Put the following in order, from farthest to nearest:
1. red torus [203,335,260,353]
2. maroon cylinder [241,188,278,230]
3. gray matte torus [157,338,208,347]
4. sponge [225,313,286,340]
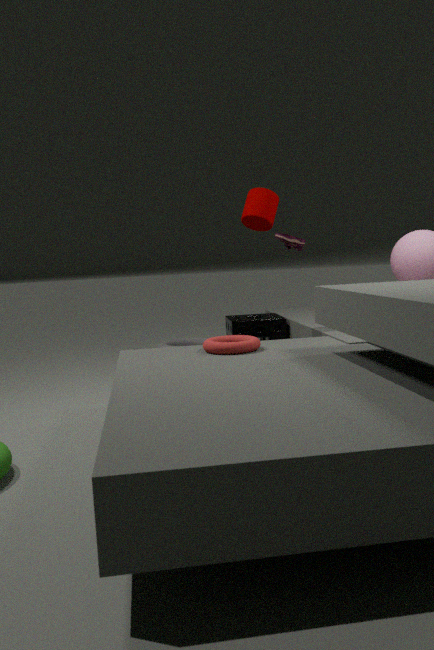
gray matte torus [157,338,208,347], sponge [225,313,286,340], maroon cylinder [241,188,278,230], red torus [203,335,260,353]
